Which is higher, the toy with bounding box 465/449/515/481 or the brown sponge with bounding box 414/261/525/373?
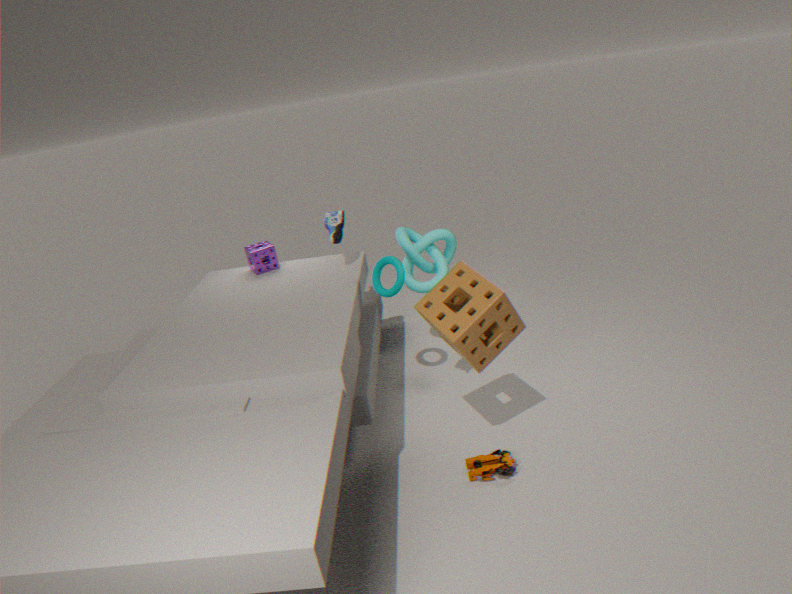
the brown sponge with bounding box 414/261/525/373
